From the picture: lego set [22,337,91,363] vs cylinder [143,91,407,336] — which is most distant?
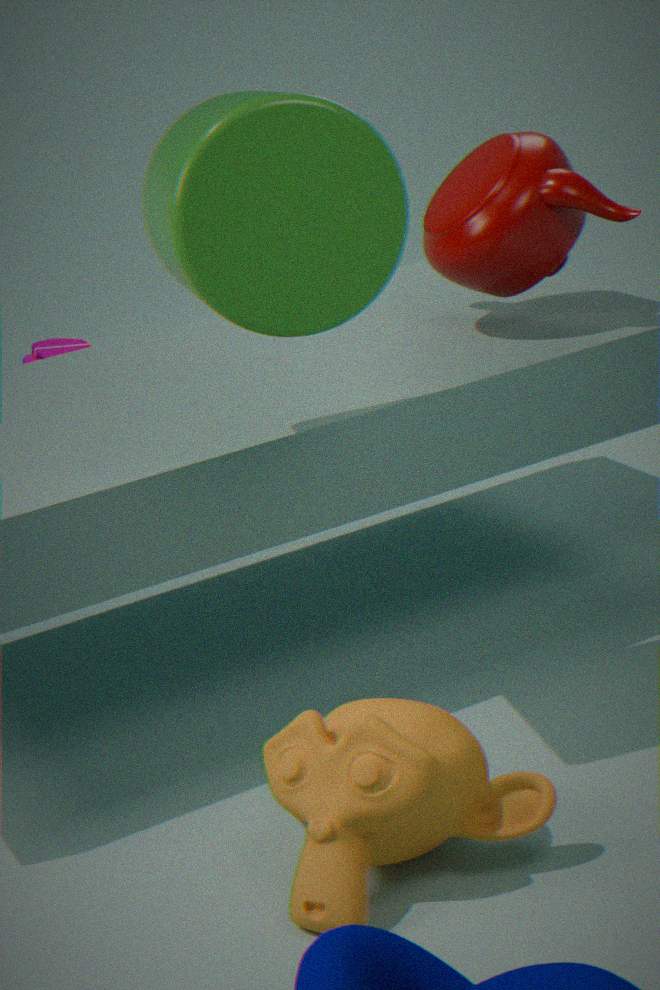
lego set [22,337,91,363]
